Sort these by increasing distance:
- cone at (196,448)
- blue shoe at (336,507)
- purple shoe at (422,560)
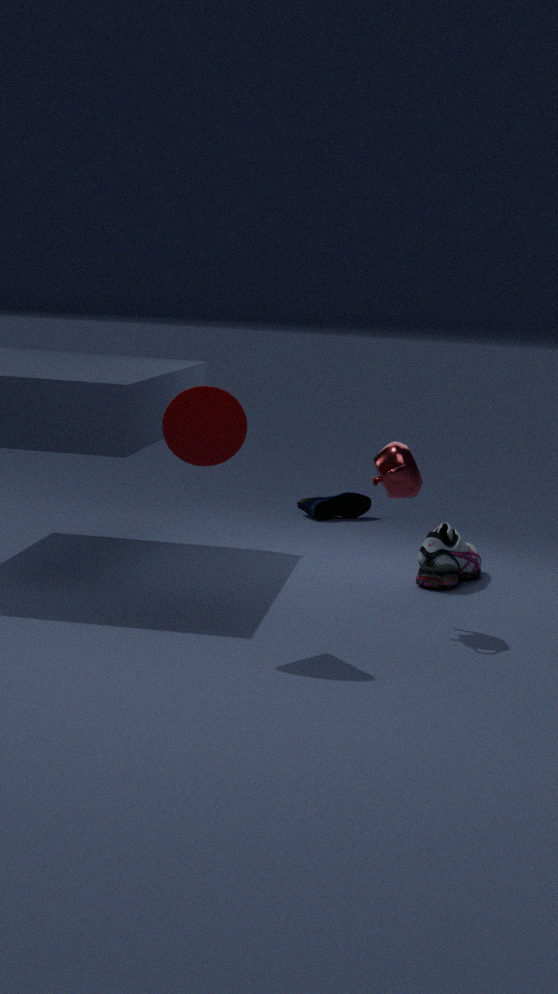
cone at (196,448) → purple shoe at (422,560) → blue shoe at (336,507)
